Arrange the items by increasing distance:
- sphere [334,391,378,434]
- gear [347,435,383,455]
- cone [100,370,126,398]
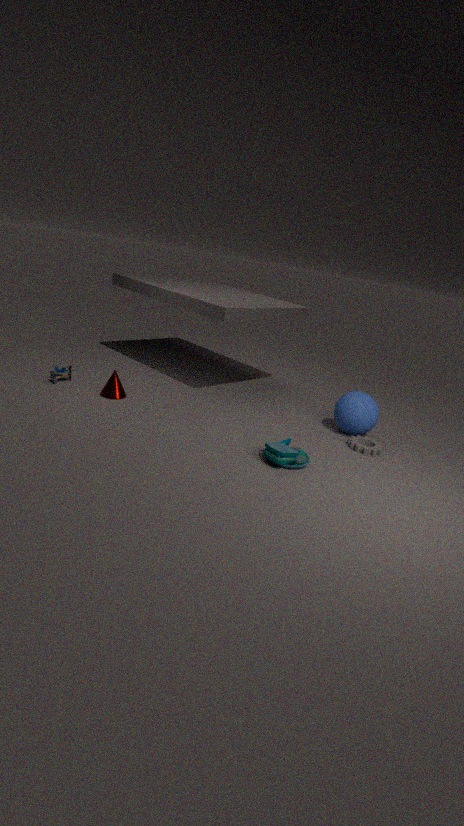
1. gear [347,435,383,455]
2. sphere [334,391,378,434]
3. cone [100,370,126,398]
